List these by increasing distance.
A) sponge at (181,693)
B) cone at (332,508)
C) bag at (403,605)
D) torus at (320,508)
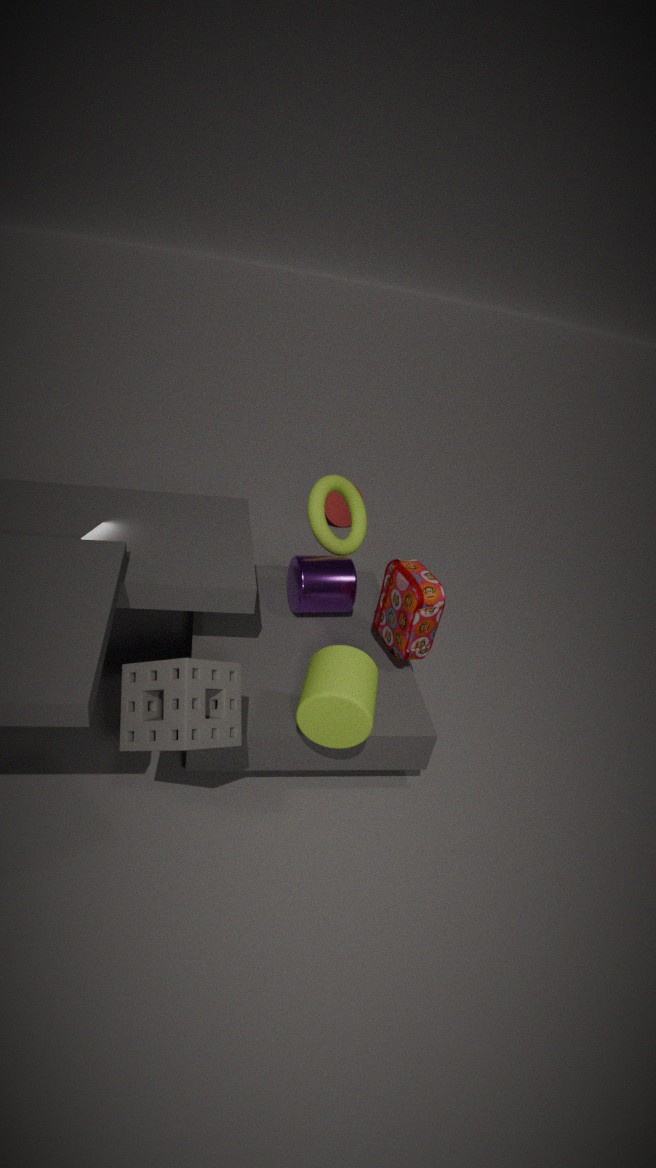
1. sponge at (181,693)
2. bag at (403,605)
3. torus at (320,508)
4. cone at (332,508)
